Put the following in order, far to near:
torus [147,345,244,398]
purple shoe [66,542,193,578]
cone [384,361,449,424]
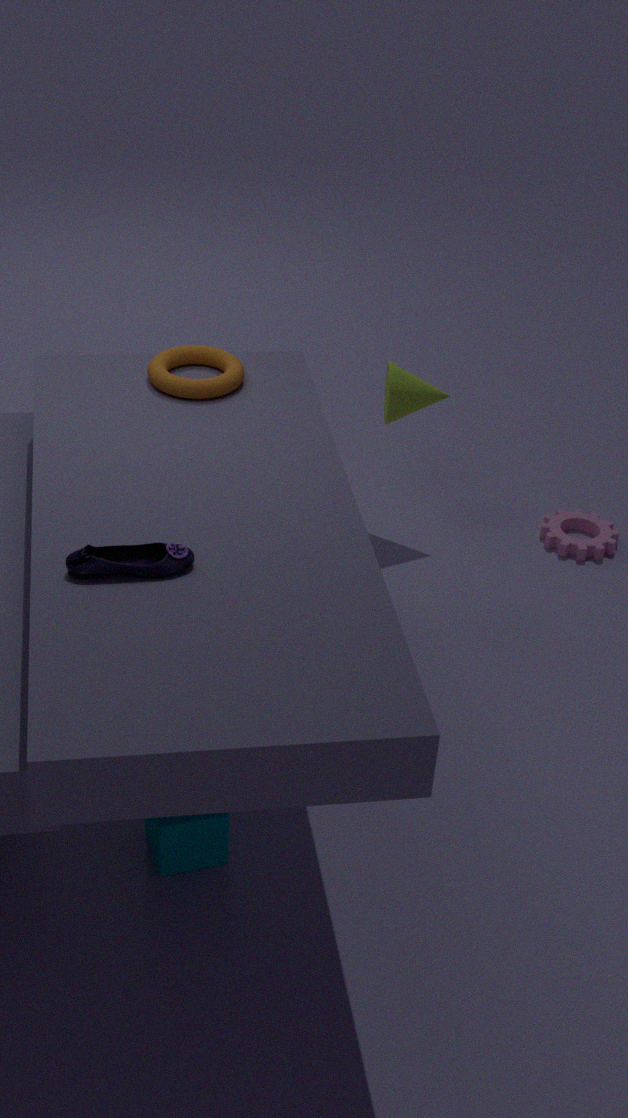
cone [384,361,449,424]
torus [147,345,244,398]
purple shoe [66,542,193,578]
